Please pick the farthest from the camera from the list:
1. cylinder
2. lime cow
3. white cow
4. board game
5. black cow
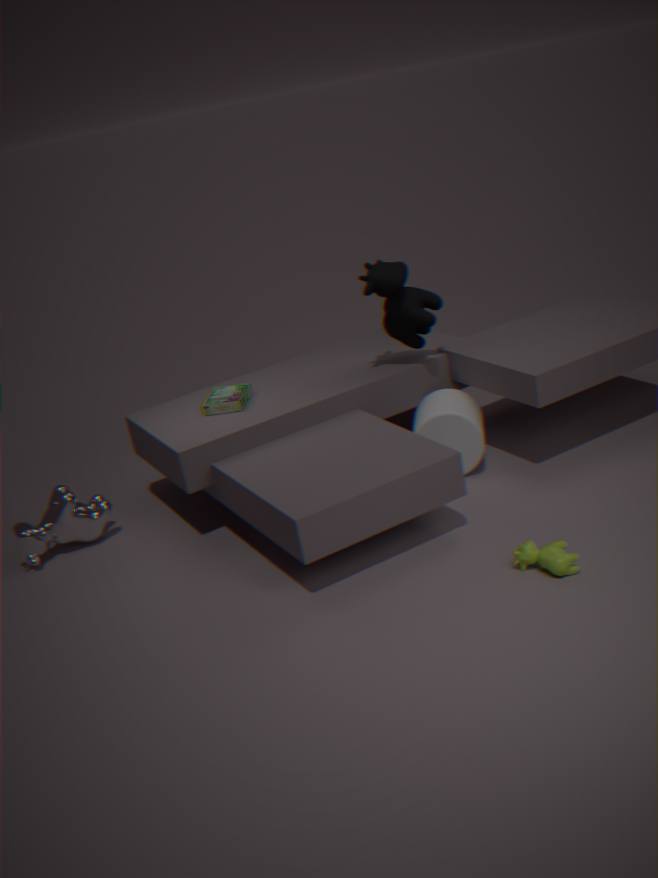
board game
